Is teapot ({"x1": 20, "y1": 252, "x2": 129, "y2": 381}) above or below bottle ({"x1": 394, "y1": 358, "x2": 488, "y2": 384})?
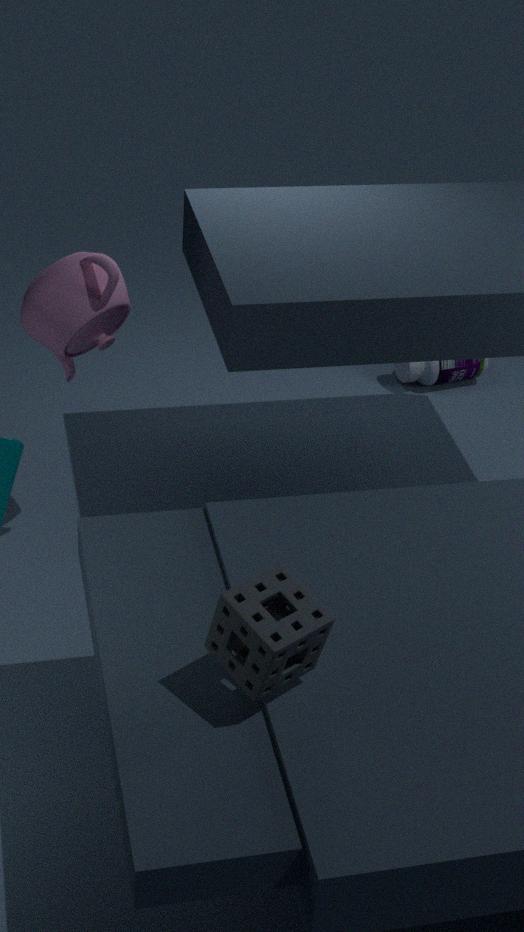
above
